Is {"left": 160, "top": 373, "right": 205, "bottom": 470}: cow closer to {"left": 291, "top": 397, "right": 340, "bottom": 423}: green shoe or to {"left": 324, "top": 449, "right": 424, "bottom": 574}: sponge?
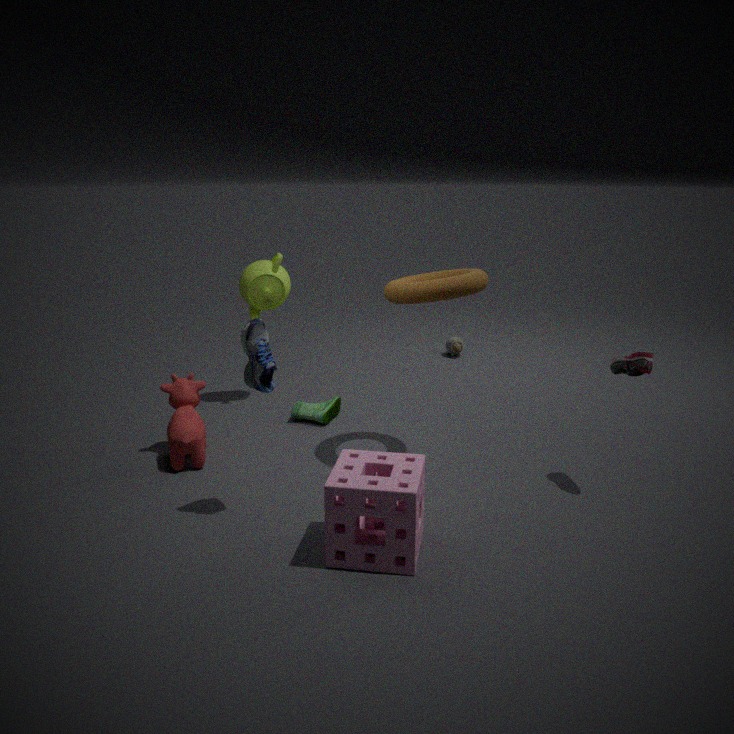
{"left": 291, "top": 397, "right": 340, "bottom": 423}: green shoe
